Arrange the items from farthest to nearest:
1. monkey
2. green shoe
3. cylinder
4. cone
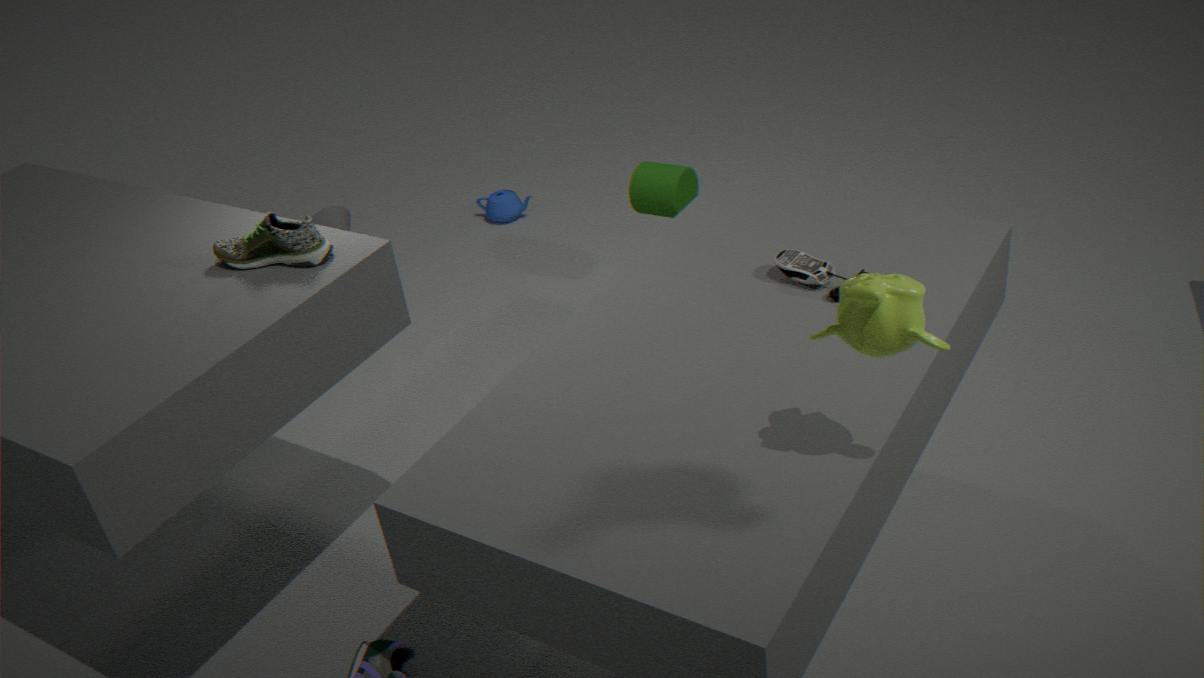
cone, cylinder, green shoe, monkey
